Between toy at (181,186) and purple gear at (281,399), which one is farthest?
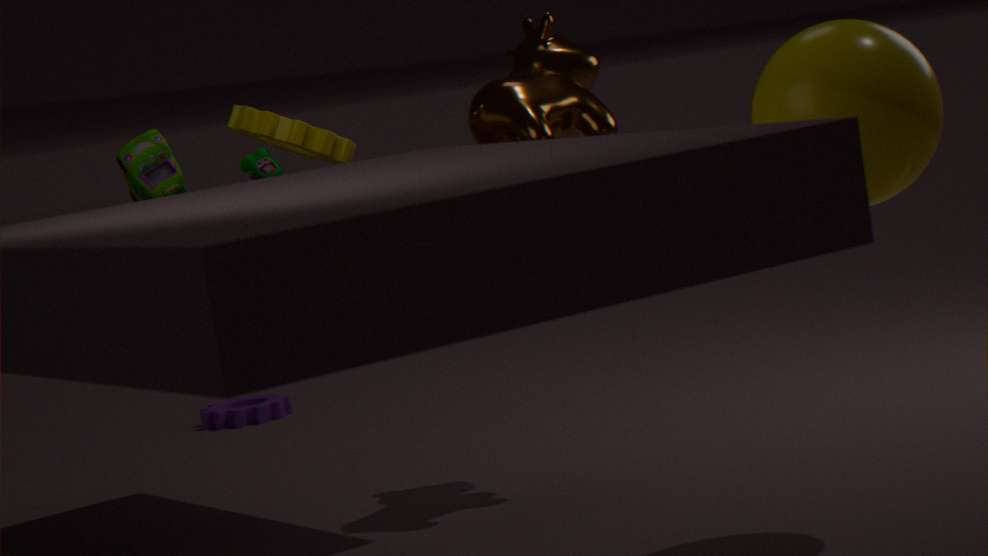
purple gear at (281,399)
